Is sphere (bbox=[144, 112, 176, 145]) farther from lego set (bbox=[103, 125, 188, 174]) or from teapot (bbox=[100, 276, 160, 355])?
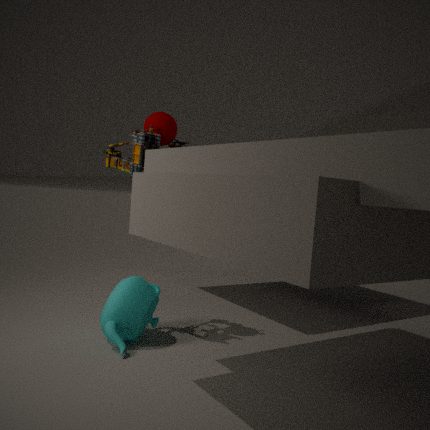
teapot (bbox=[100, 276, 160, 355])
